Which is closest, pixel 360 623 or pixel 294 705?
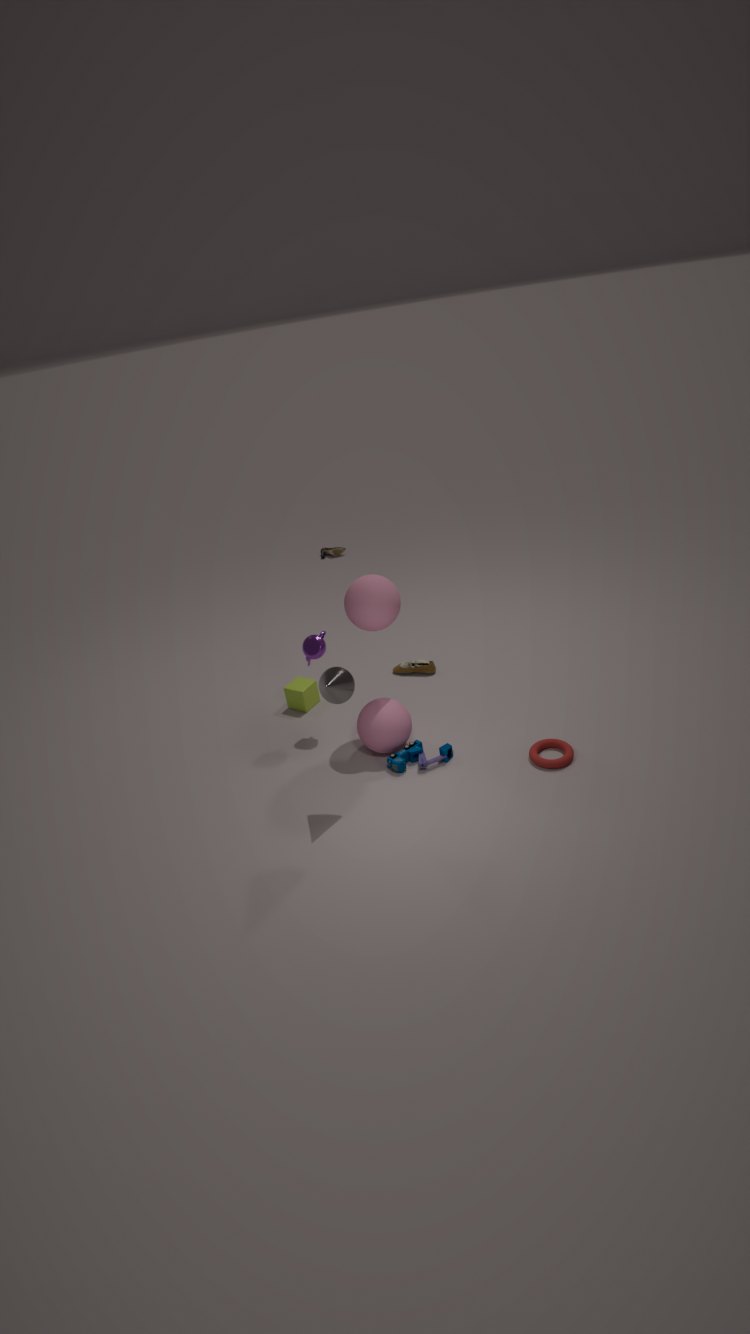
pixel 360 623
